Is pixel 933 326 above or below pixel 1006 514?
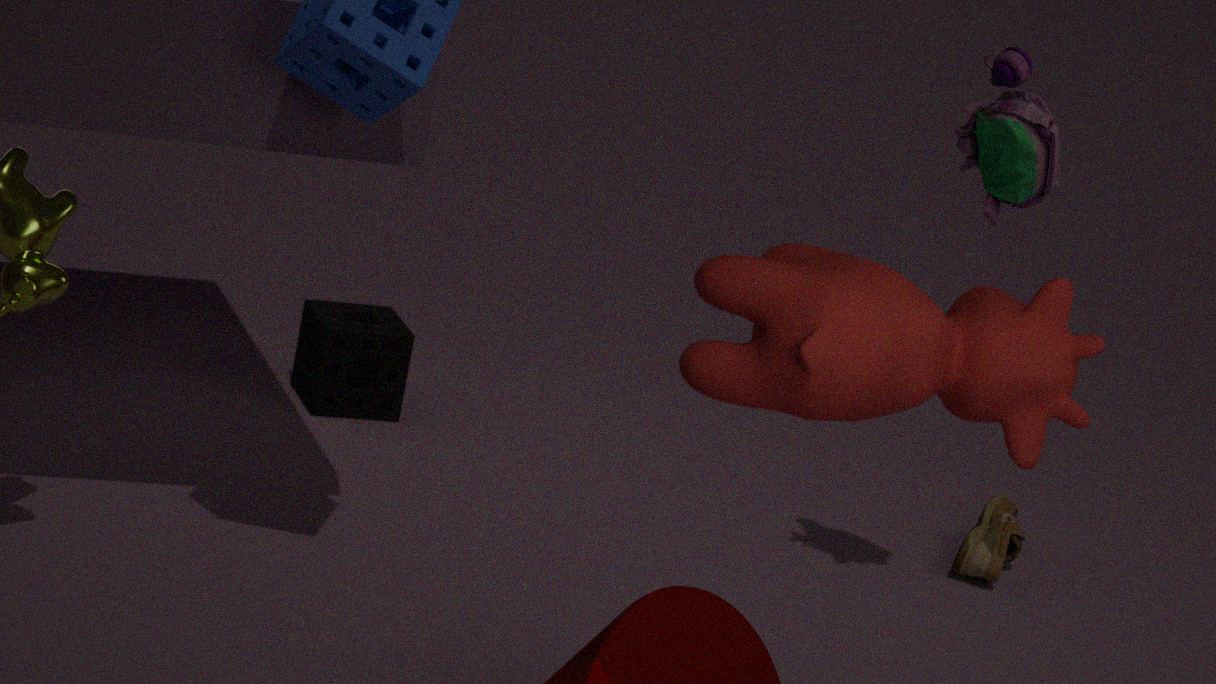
above
